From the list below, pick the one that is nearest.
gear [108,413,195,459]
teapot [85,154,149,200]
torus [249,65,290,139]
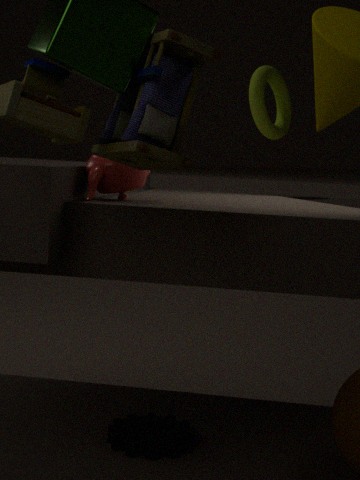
teapot [85,154,149,200]
